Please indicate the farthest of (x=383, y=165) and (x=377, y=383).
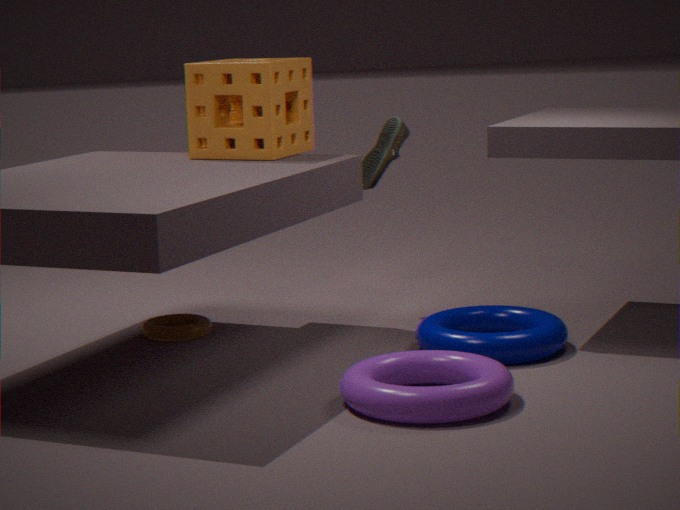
(x=383, y=165)
